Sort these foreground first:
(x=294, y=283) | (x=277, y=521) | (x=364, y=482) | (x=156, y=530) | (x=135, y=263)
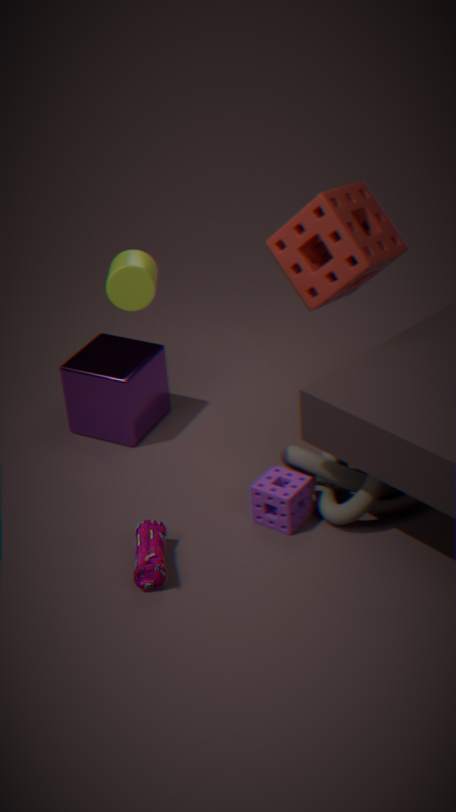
(x=135, y=263) → (x=156, y=530) → (x=364, y=482) → (x=277, y=521) → (x=294, y=283)
